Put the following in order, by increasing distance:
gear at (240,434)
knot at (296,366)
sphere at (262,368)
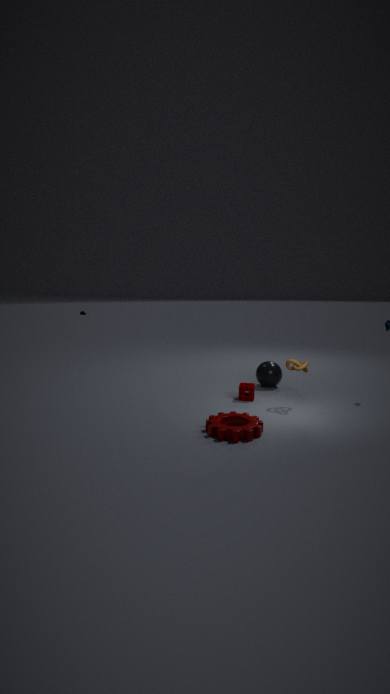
gear at (240,434) → knot at (296,366) → sphere at (262,368)
